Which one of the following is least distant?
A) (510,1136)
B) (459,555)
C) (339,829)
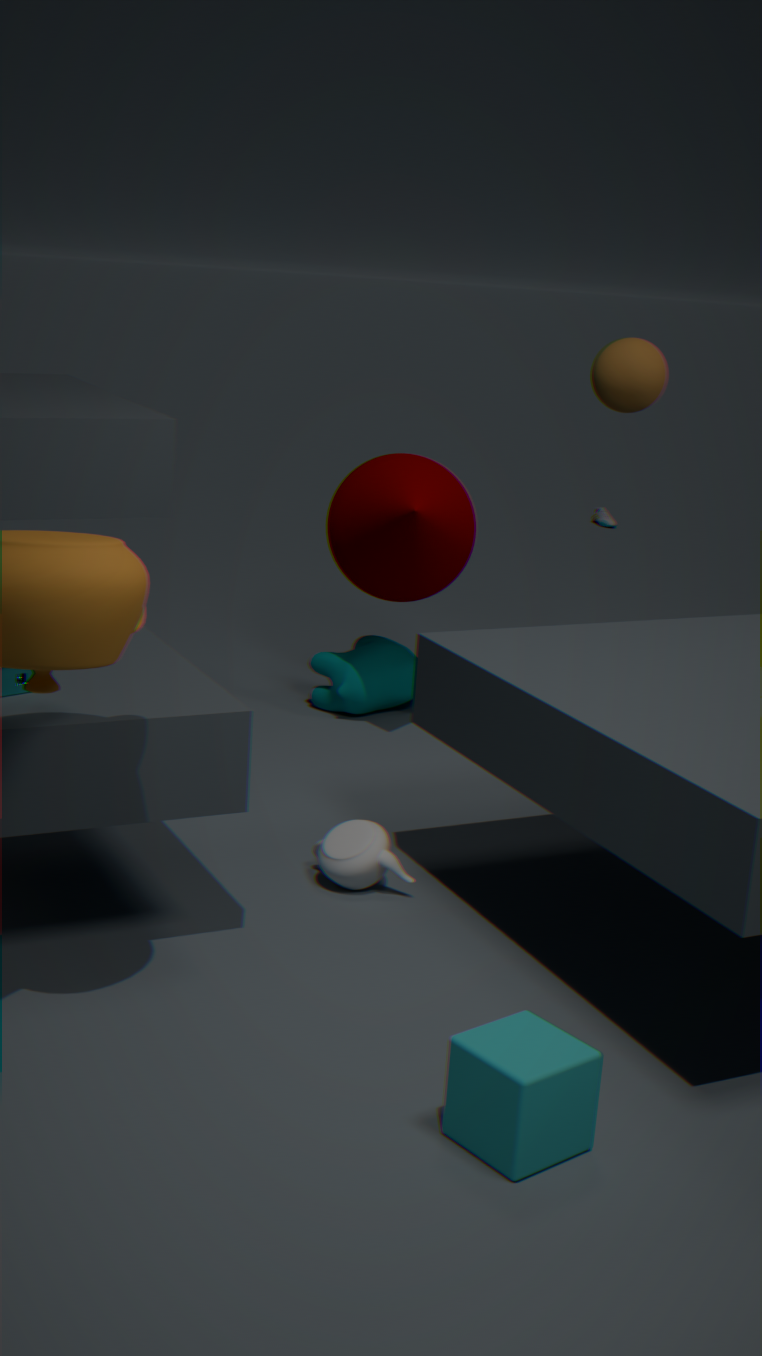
A: (510,1136)
